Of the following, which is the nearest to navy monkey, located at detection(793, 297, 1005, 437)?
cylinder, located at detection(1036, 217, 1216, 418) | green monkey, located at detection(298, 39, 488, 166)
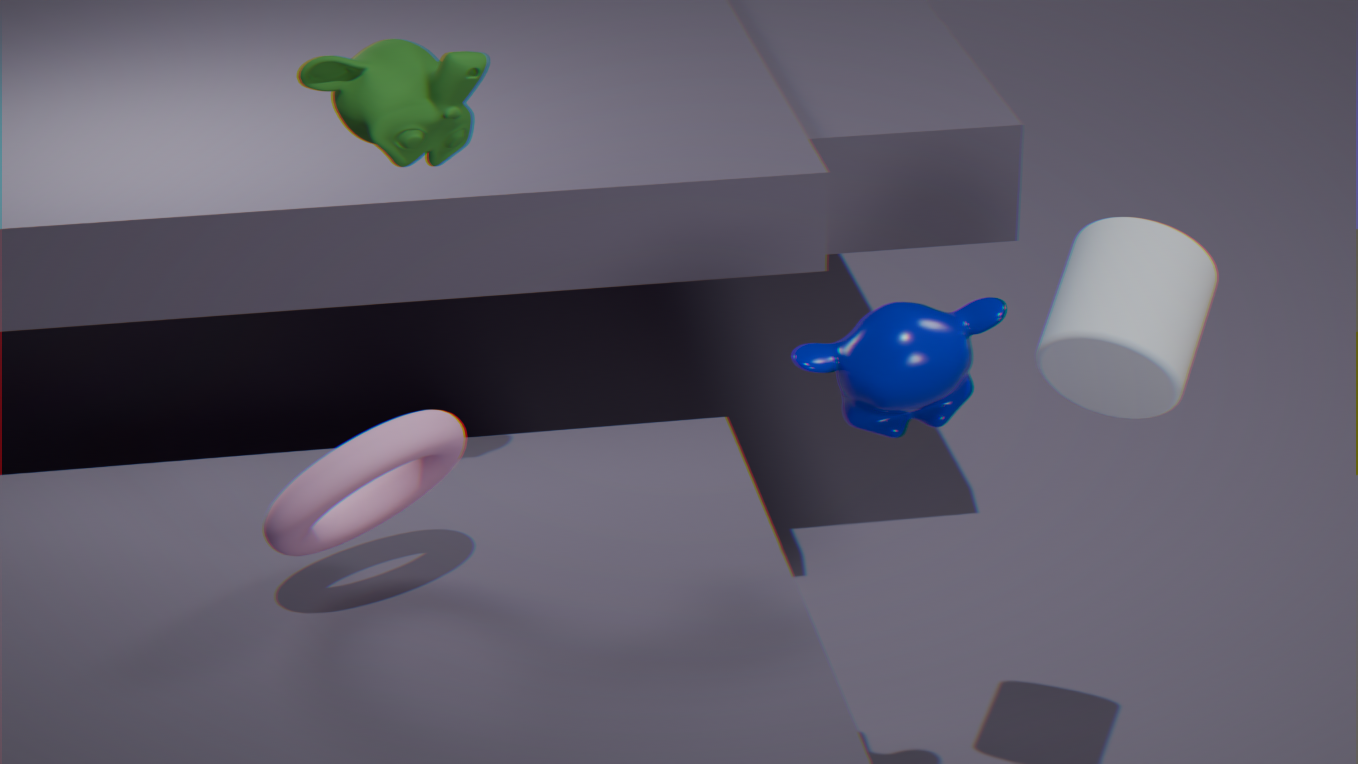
cylinder, located at detection(1036, 217, 1216, 418)
